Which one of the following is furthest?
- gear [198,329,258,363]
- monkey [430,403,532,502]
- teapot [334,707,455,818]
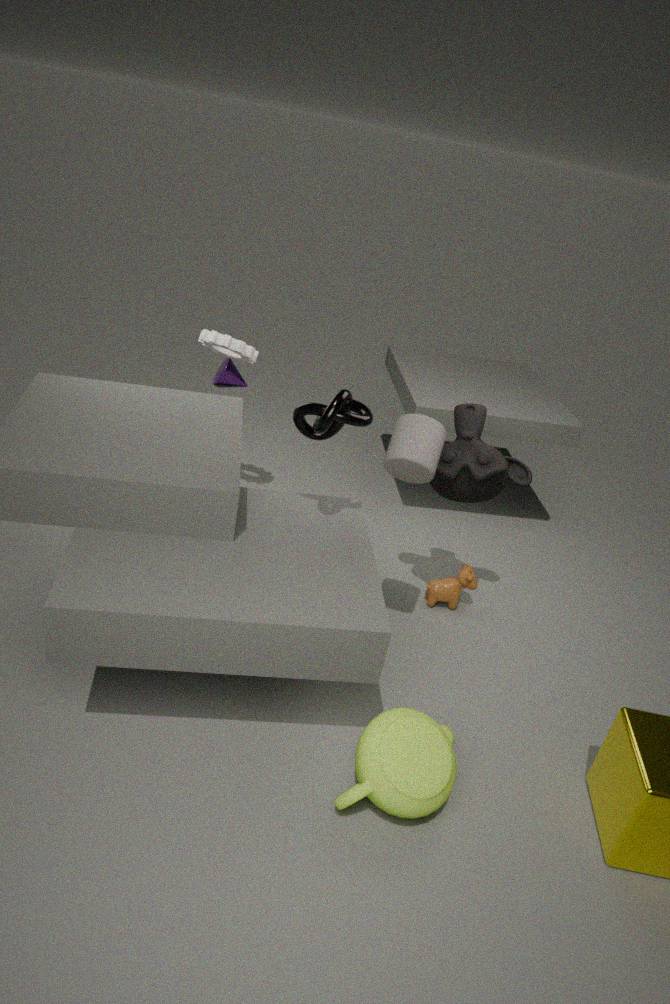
gear [198,329,258,363]
